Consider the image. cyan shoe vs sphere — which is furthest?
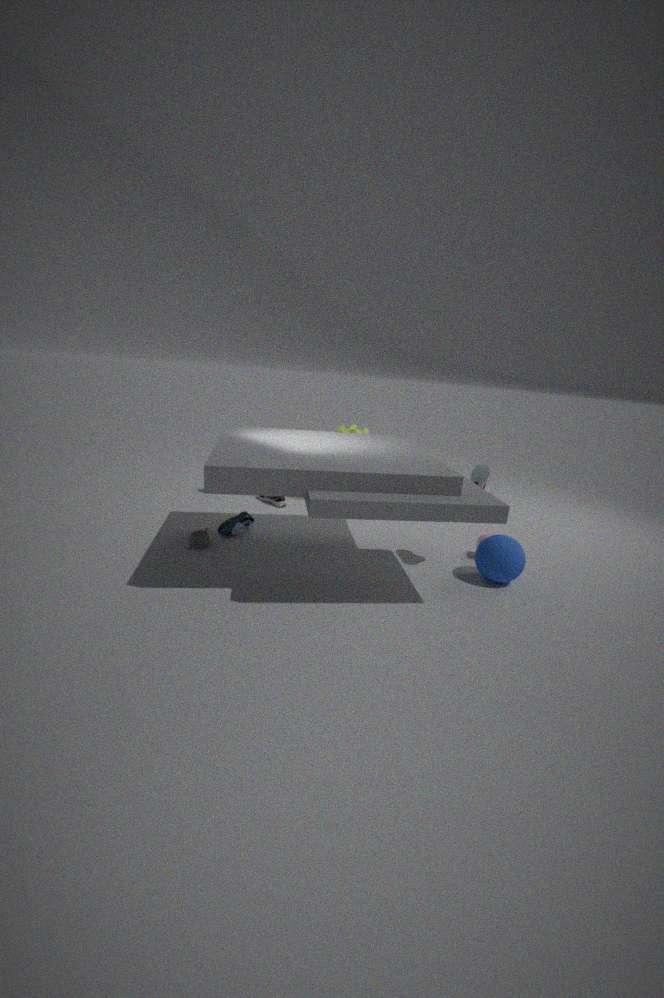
cyan shoe
